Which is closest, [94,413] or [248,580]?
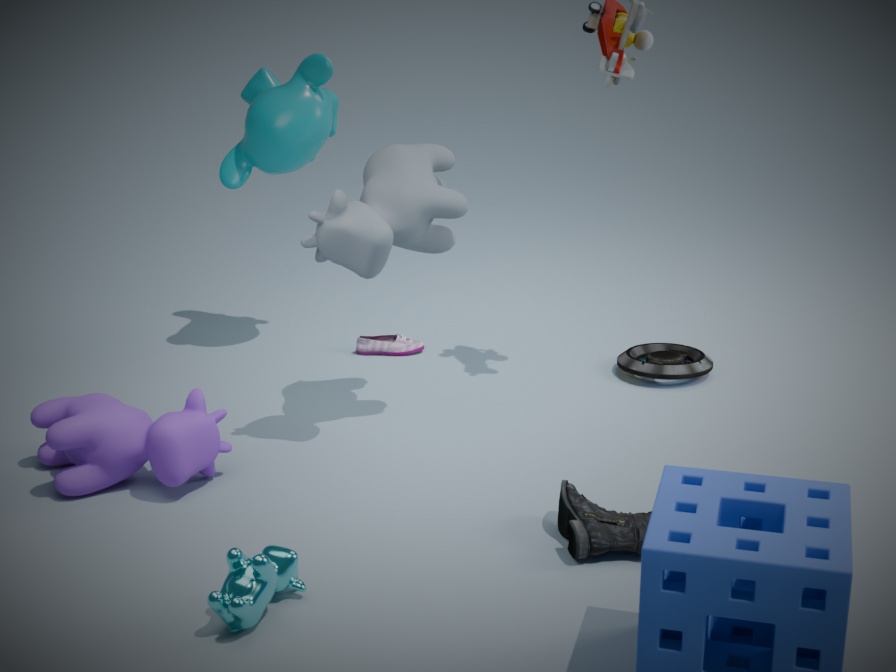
[248,580]
